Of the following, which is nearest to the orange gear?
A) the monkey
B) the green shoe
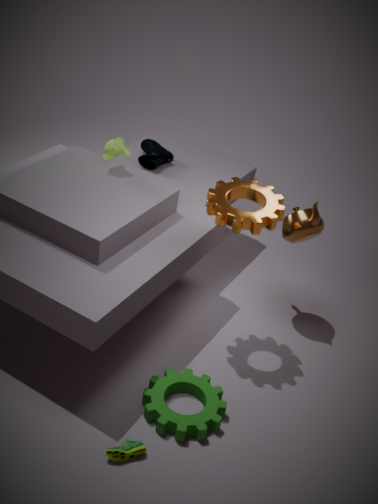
the monkey
